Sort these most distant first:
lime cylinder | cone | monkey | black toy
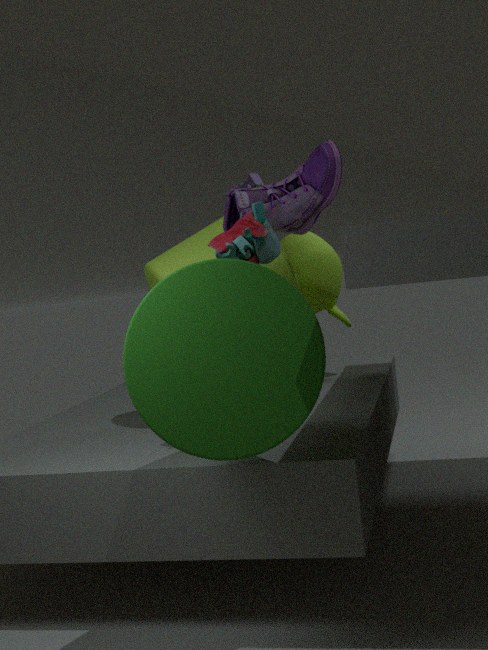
monkey, lime cylinder, black toy, cone
